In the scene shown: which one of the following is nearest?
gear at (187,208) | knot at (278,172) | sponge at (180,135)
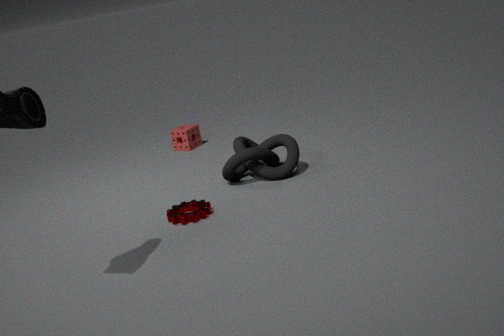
gear at (187,208)
